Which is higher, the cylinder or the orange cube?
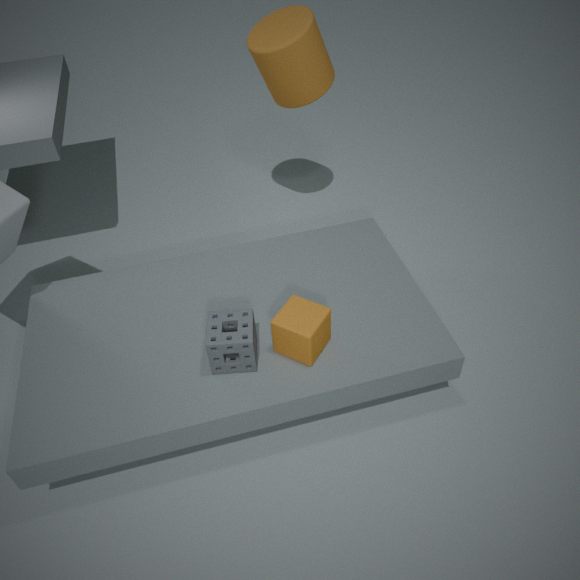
the cylinder
